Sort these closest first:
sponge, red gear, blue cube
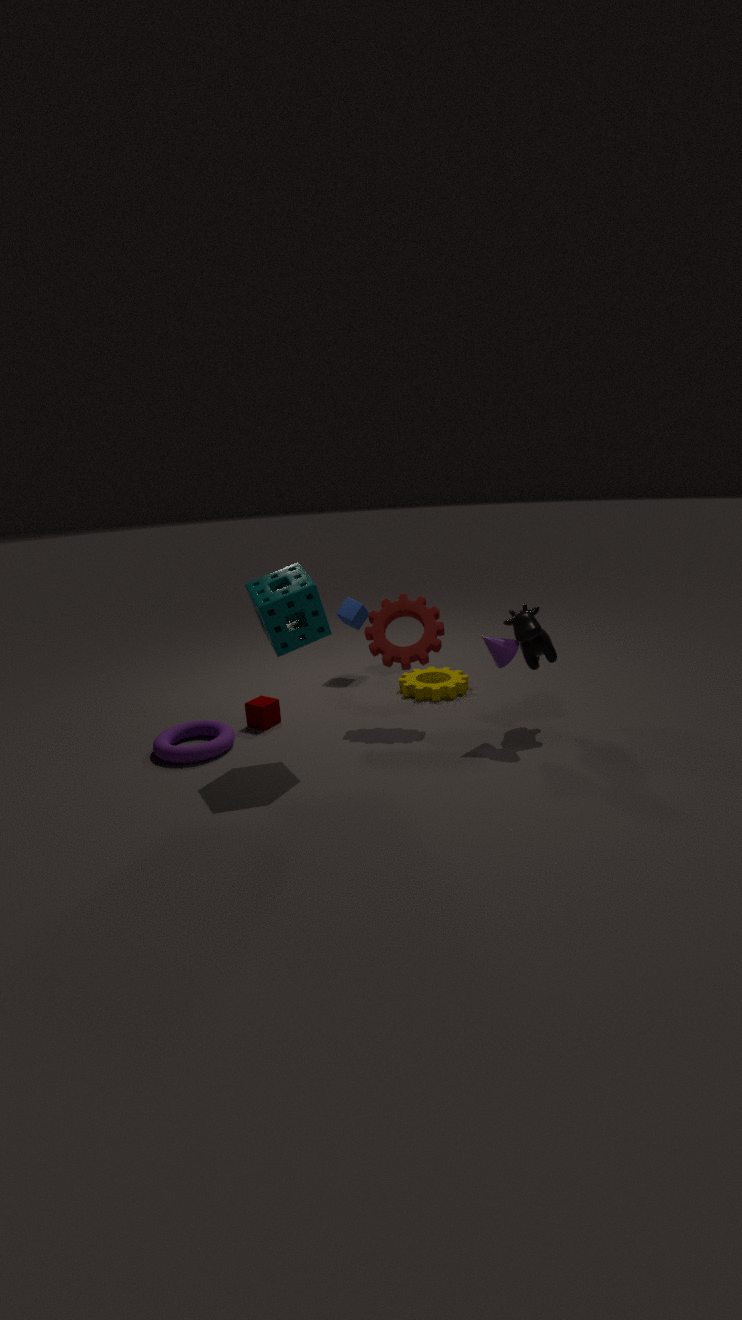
sponge → red gear → blue cube
